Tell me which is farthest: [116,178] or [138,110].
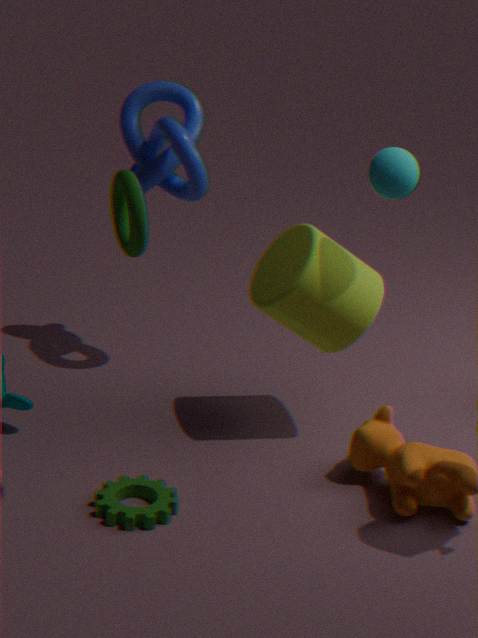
[138,110]
